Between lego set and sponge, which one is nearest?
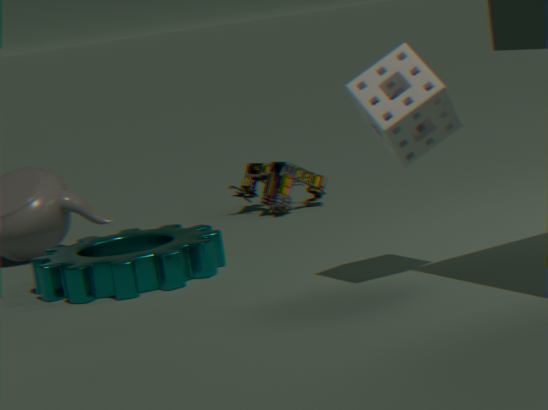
sponge
